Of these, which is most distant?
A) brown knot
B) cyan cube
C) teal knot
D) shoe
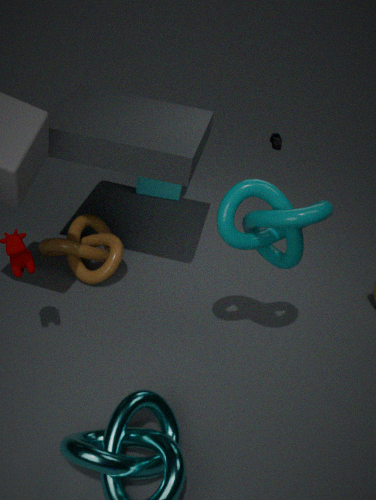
shoe
